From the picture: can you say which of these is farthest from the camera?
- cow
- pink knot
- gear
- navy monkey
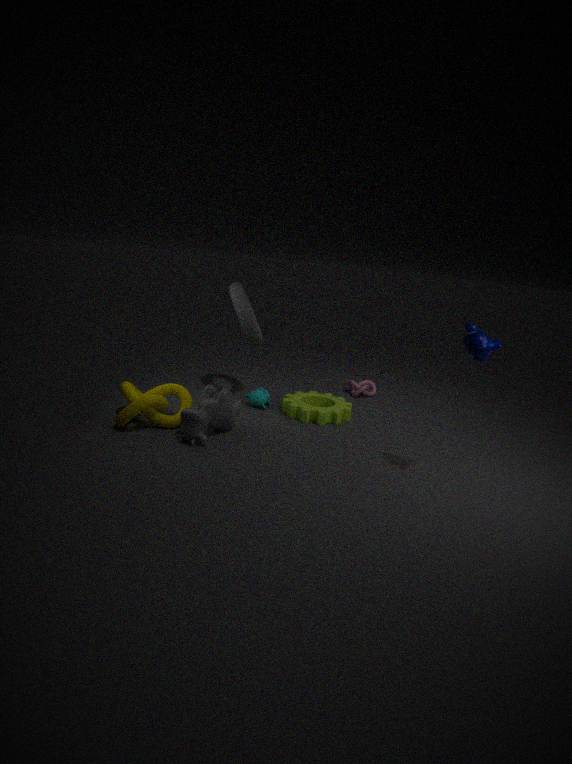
pink knot
